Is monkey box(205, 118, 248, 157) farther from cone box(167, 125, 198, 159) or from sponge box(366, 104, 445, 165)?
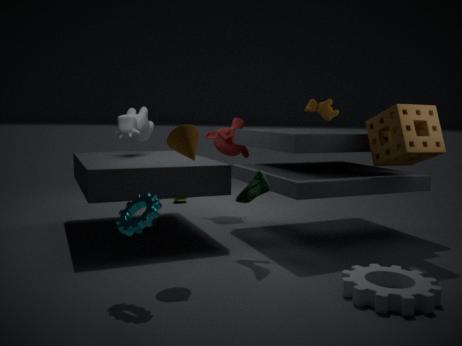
cone box(167, 125, 198, 159)
